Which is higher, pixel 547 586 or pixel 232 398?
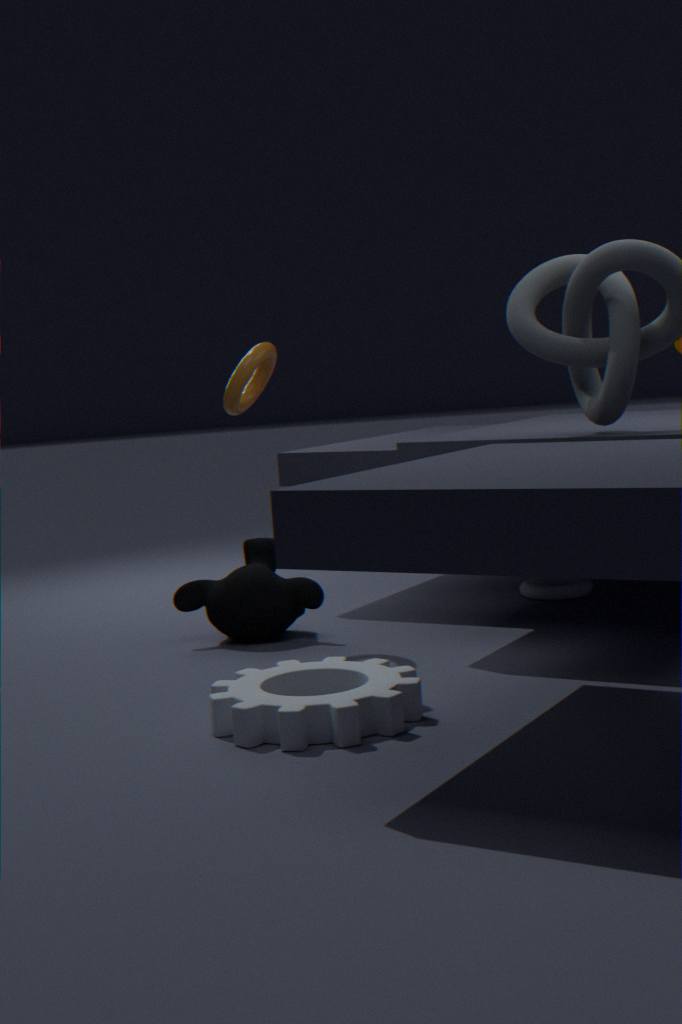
pixel 232 398
